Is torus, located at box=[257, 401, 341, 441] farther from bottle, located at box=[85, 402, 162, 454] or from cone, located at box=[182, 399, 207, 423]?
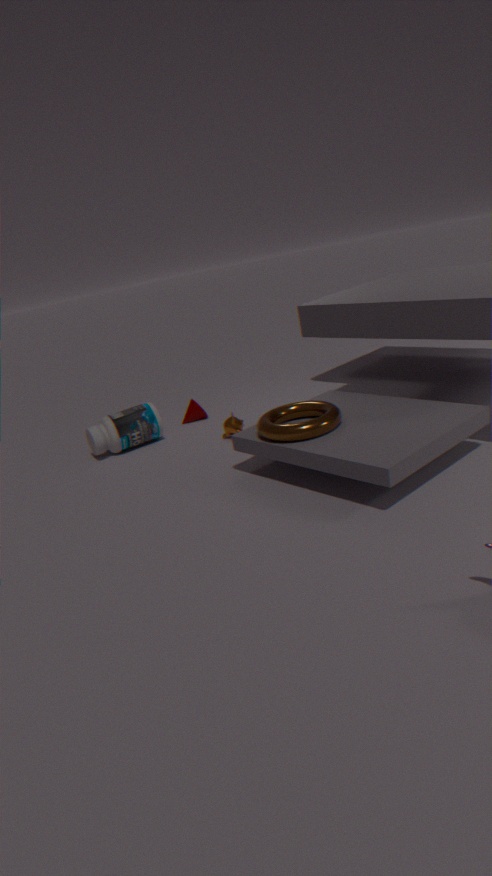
cone, located at box=[182, 399, 207, 423]
